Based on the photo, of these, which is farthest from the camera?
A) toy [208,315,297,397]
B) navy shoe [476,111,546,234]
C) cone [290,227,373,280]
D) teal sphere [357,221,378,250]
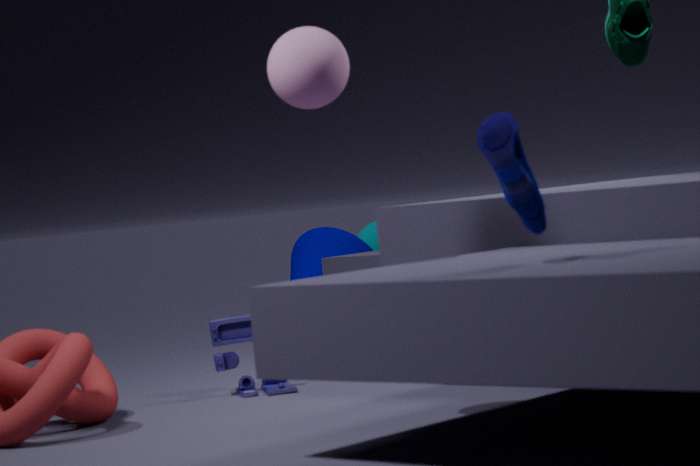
teal sphere [357,221,378,250]
